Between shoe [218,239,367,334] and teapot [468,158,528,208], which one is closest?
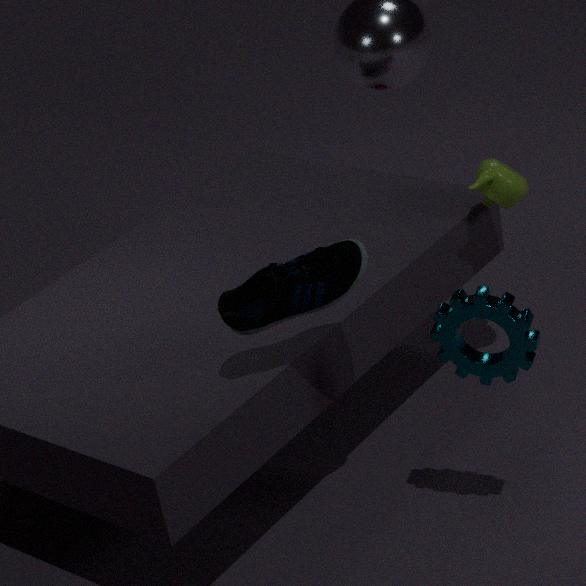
shoe [218,239,367,334]
